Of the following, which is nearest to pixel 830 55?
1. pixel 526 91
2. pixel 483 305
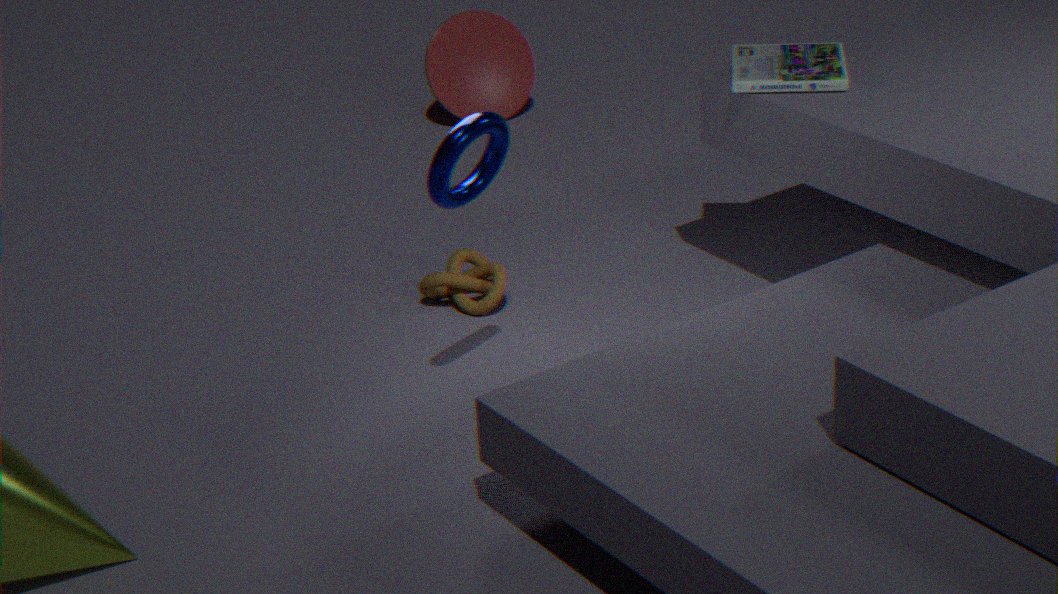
pixel 483 305
